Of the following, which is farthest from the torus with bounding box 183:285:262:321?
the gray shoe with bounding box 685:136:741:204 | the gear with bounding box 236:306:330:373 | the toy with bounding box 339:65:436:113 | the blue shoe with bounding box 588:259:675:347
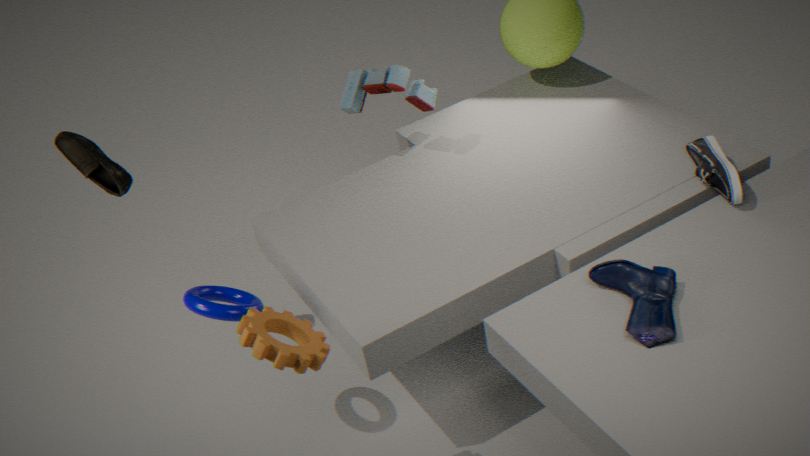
the gray shoe with bounding box 685:136:741:204
